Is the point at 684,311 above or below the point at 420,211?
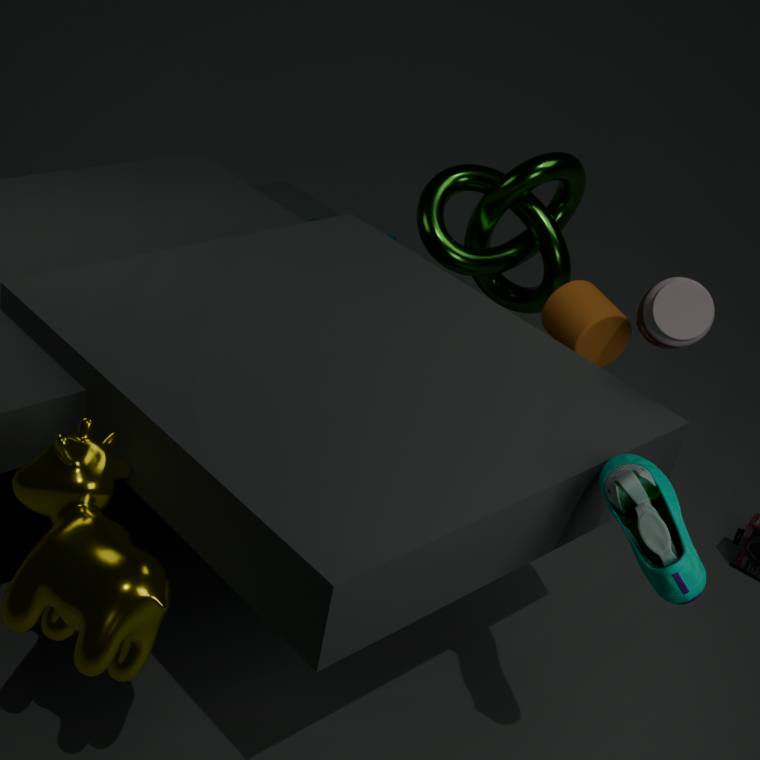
above
